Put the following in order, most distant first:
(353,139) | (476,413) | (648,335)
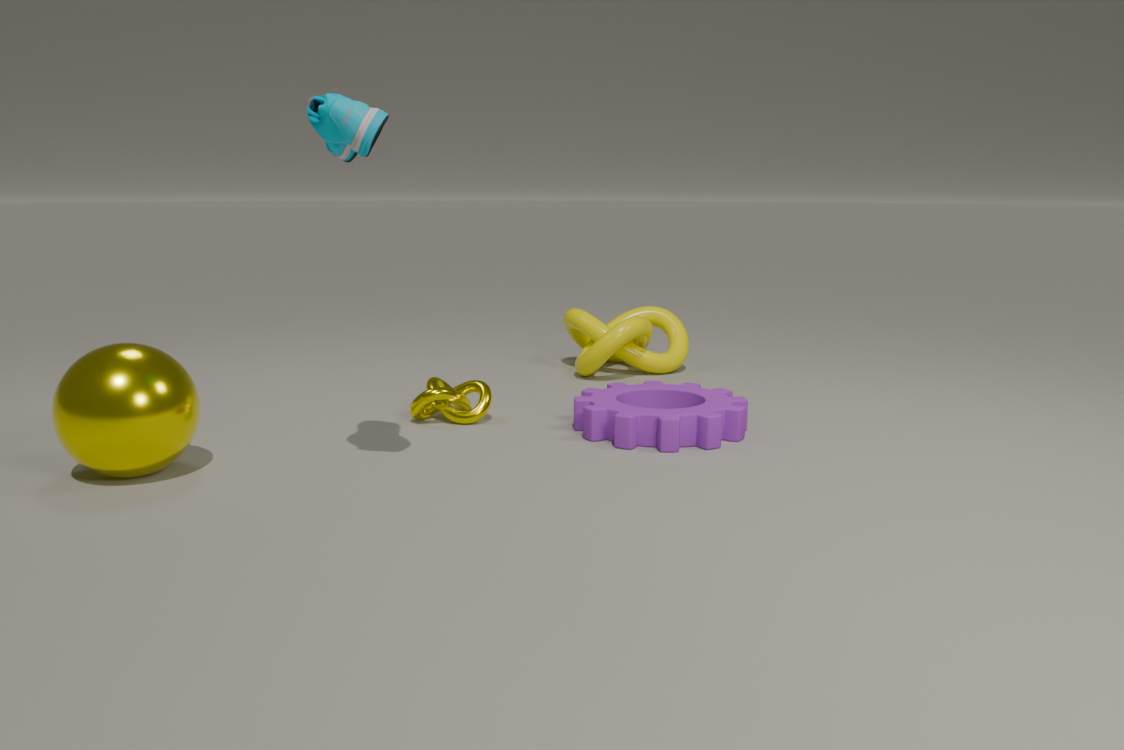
(648,335) → (476,413) → (353,139)
